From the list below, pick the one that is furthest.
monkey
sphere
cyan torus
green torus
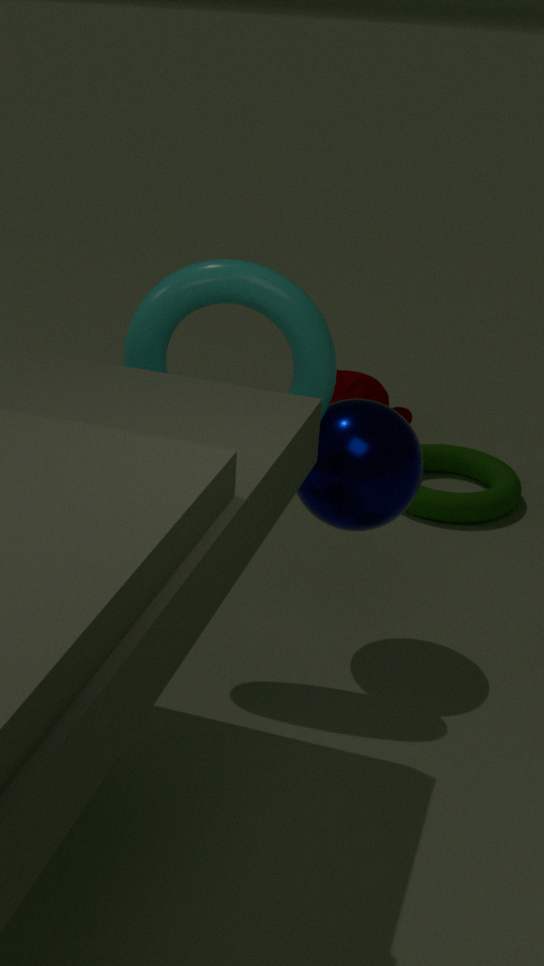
monkey
